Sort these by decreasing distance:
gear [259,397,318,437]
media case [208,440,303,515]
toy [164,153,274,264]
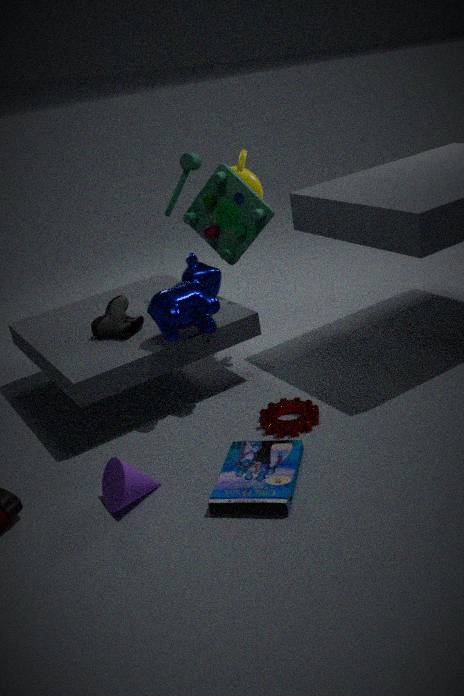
toy [164,153,274,264] → gear [259,397,318,437] → media case [208,440,303,515]
